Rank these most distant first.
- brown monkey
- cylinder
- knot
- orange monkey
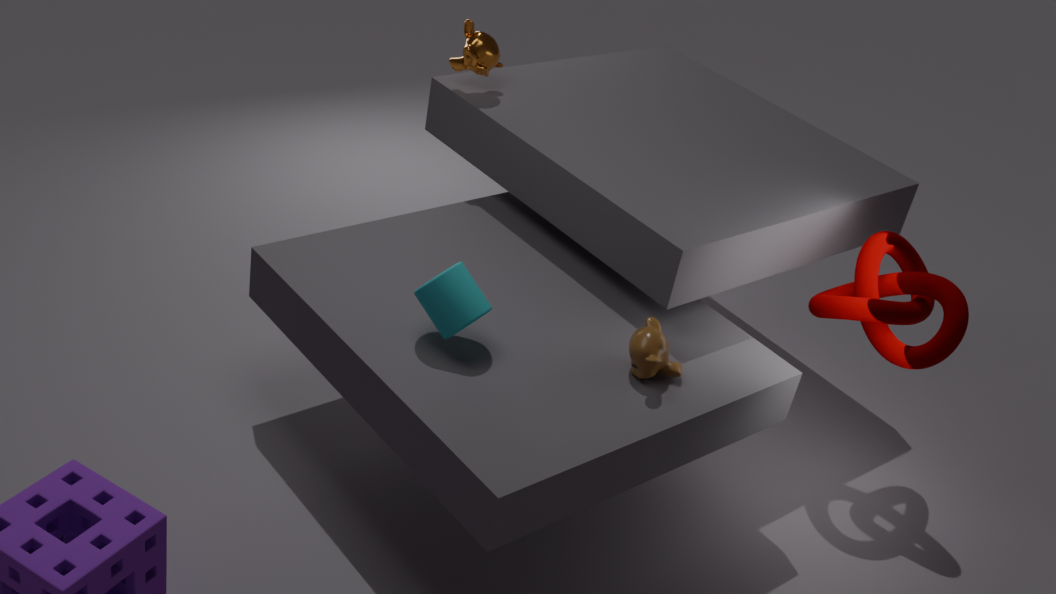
orange monkey, knot, brown monkey, cylinder
